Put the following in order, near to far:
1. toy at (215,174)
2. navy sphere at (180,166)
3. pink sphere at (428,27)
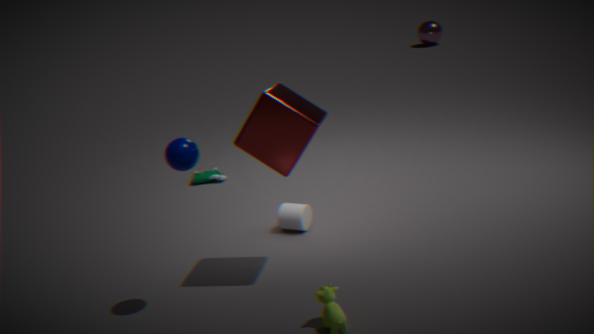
navy sphere at (180,166) → toy at (215,174) → pink sphere at (428,27)
